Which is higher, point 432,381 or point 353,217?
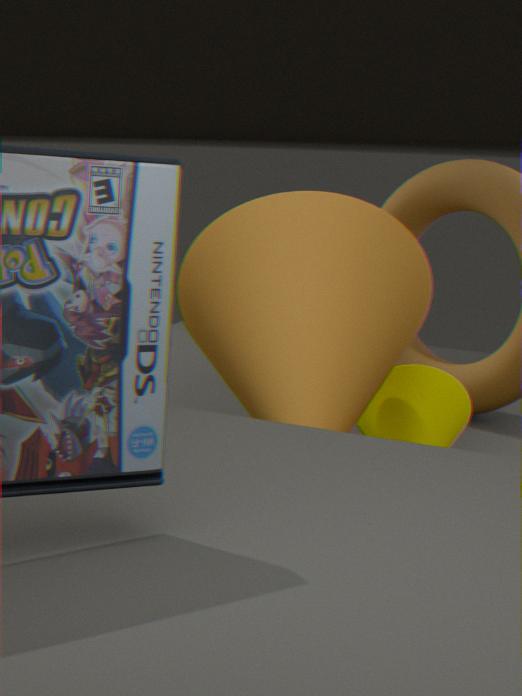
point 353,217
